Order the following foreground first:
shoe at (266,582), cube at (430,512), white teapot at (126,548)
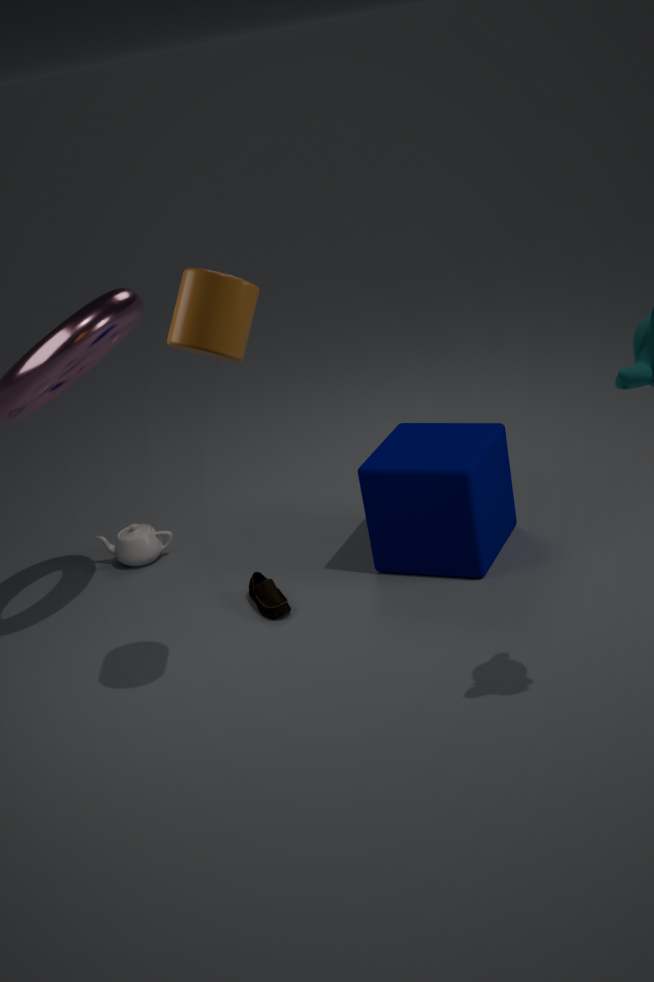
cube at (430,512), shoe at (266,582), white teapot at (126,548)
